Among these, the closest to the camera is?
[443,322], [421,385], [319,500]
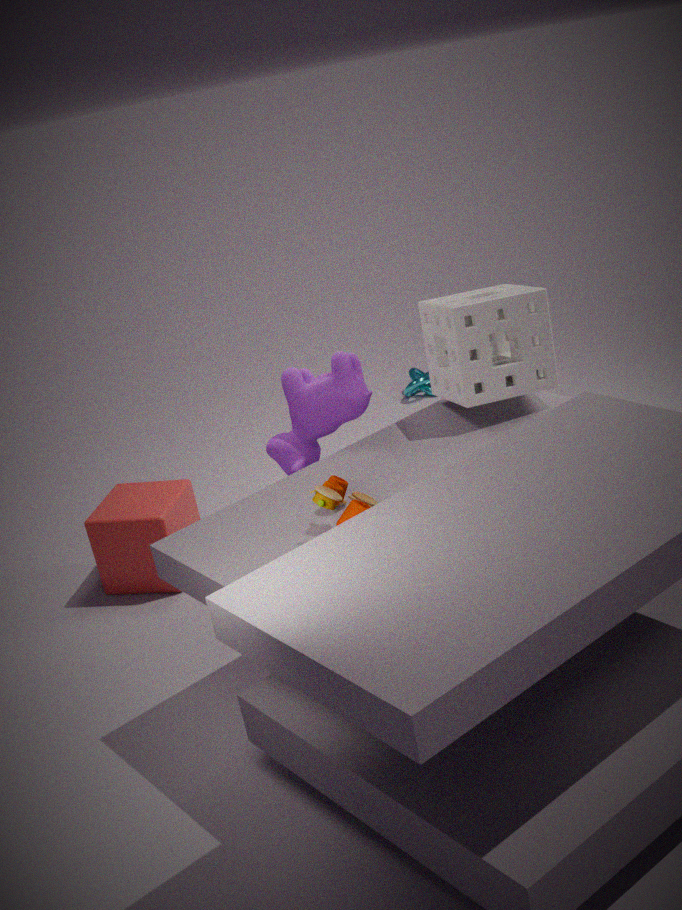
[319,500]
